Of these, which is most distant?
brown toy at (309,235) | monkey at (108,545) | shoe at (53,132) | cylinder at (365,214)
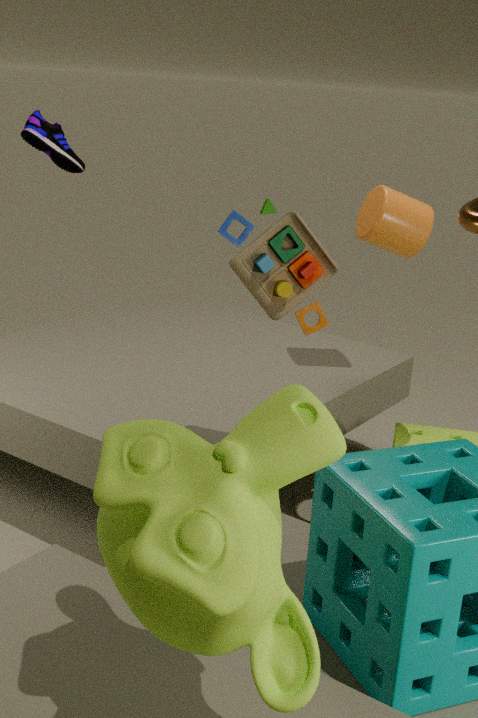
shoe at (53,132)
